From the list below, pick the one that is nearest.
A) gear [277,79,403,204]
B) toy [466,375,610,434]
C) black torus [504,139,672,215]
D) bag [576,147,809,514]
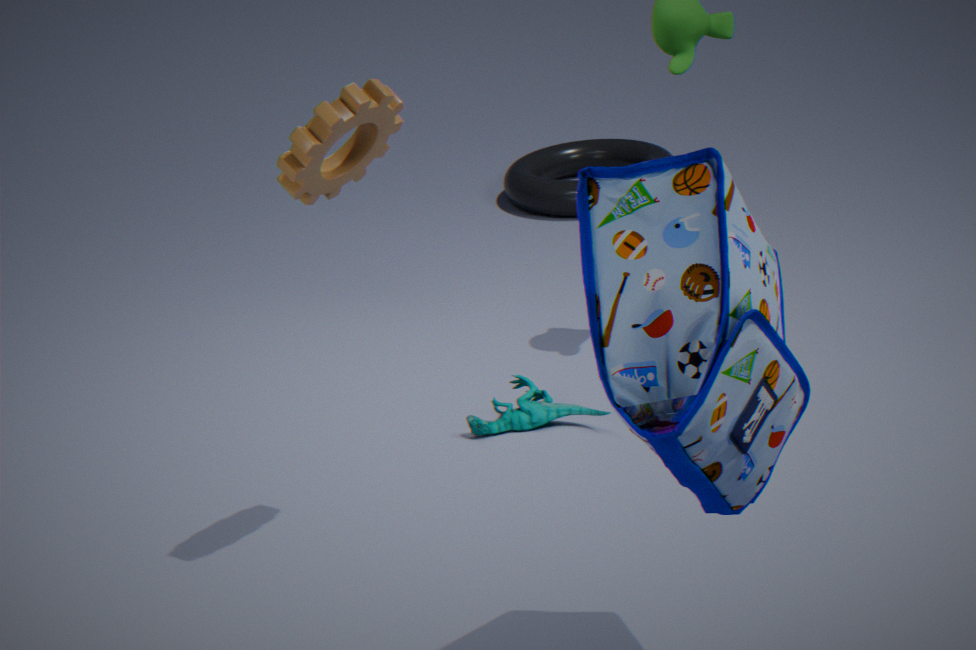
bag [576,147,809,514]
